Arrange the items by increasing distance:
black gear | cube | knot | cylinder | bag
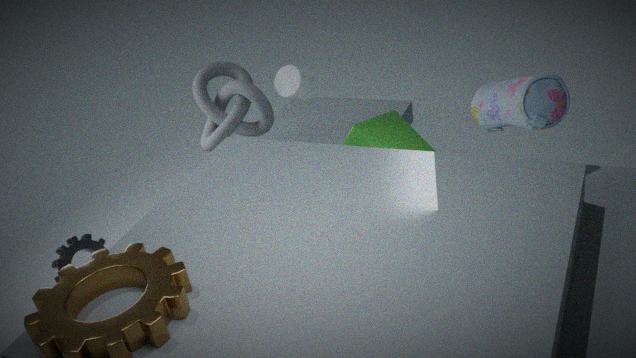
black gear → bag → cube → cylinder → knot
